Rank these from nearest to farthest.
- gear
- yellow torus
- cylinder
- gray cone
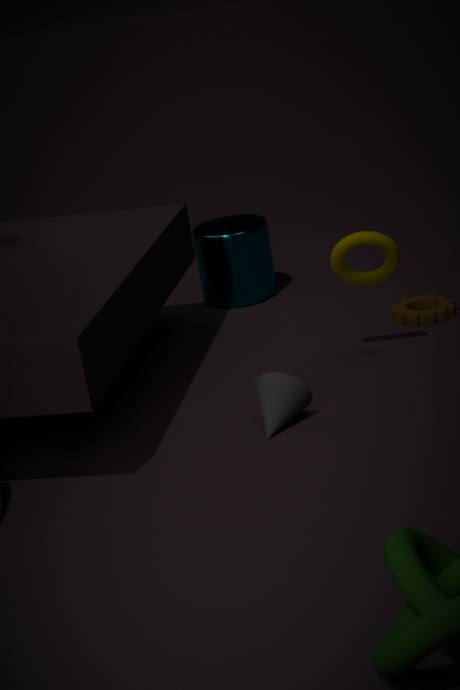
1. gray cone
2. yellow torus
3. gear
4. cylinder
